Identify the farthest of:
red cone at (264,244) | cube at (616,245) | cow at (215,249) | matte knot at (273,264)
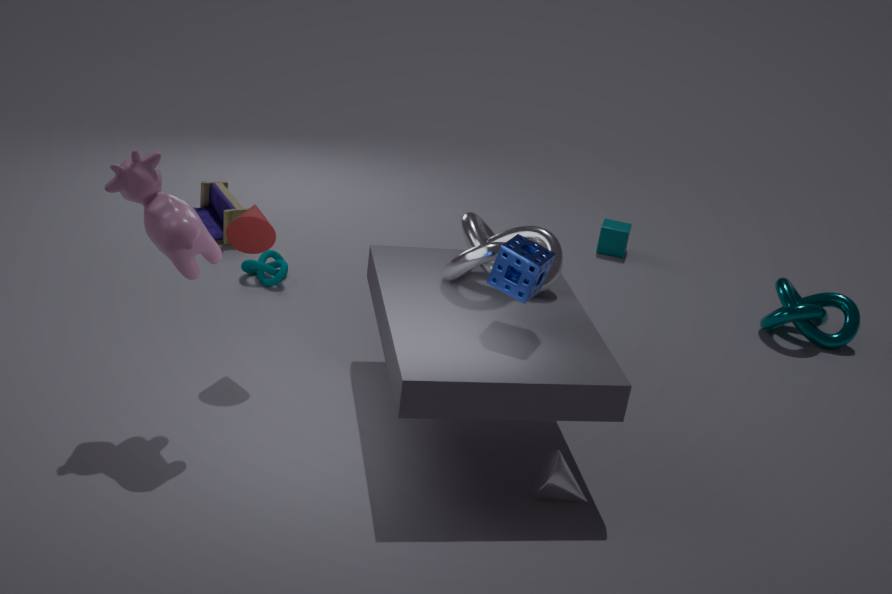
cube at (616,245)
